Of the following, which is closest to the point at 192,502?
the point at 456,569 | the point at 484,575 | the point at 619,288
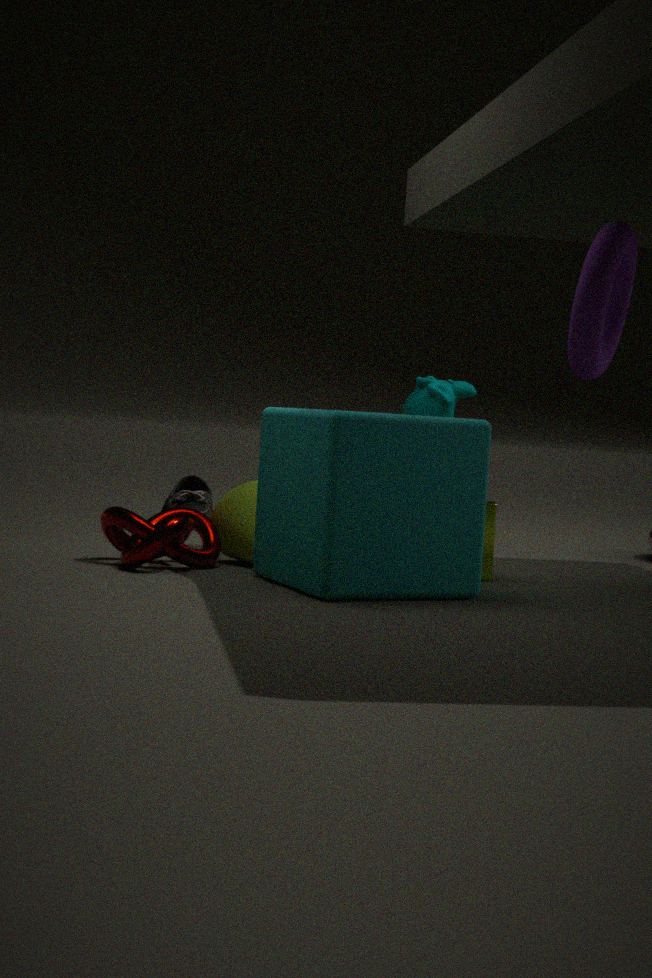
the point at 484,575
